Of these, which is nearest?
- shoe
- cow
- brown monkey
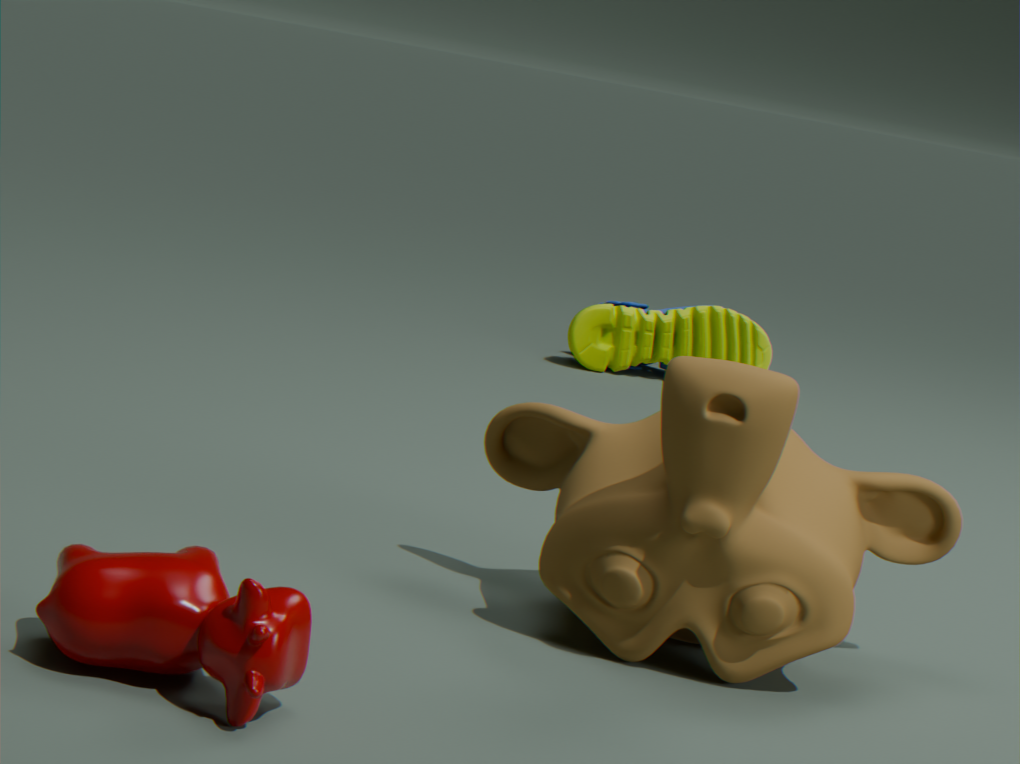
cow
